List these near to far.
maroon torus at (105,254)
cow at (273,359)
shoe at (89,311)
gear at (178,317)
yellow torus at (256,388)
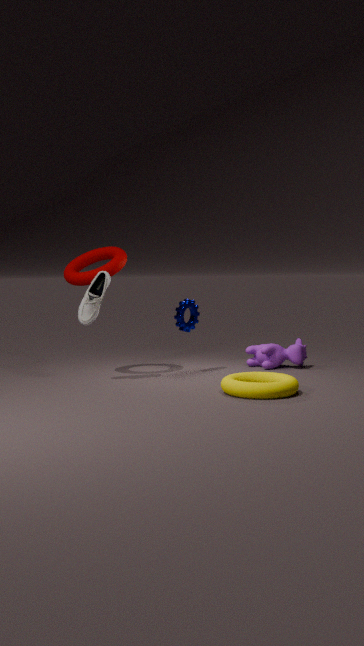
yellow torus at (256,388) → shoe at (89,311) → maroon torus at (105,254) → gear at (178,317) → cow at (273,359)
